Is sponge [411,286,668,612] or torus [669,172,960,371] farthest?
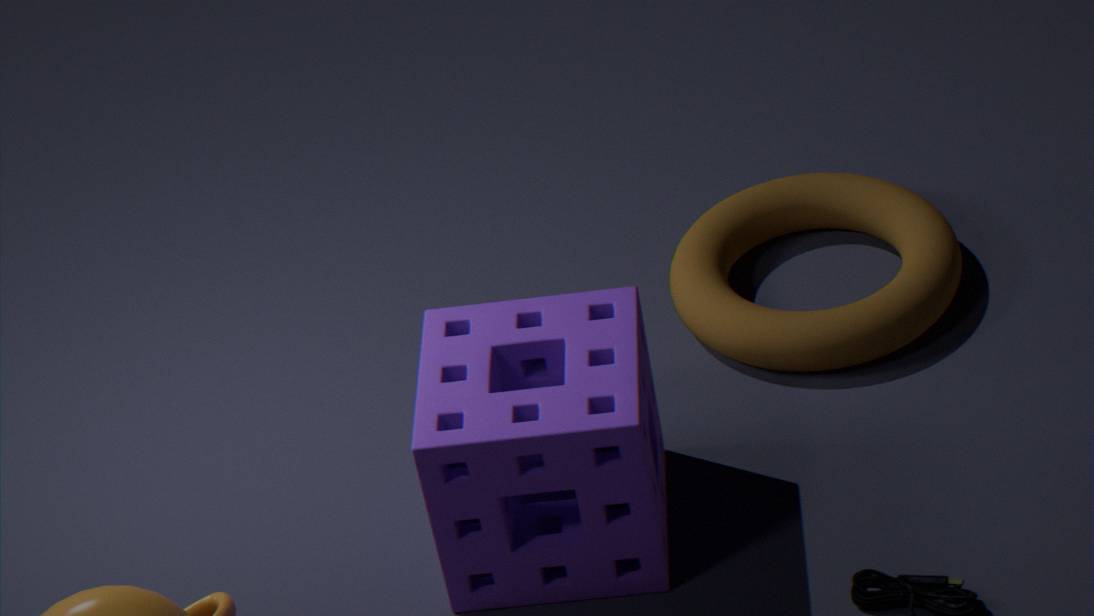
torus [669,172,960,371]
